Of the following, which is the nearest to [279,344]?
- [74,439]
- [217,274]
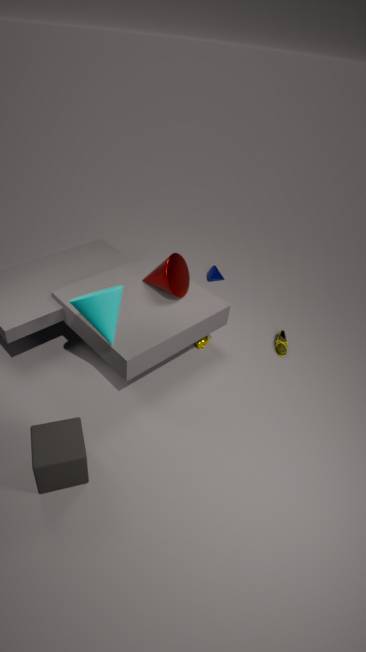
[217,274]
